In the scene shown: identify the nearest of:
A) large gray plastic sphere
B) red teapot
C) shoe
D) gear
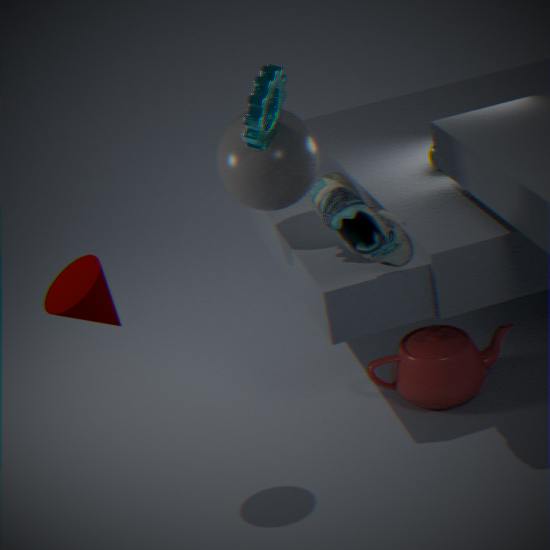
shoe
